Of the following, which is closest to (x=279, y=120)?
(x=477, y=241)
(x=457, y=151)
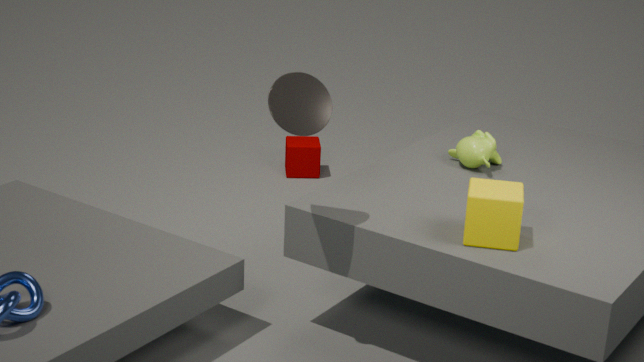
(x=477, y=241)
